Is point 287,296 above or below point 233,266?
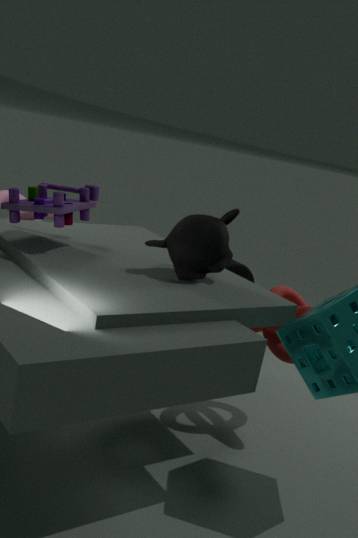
below
